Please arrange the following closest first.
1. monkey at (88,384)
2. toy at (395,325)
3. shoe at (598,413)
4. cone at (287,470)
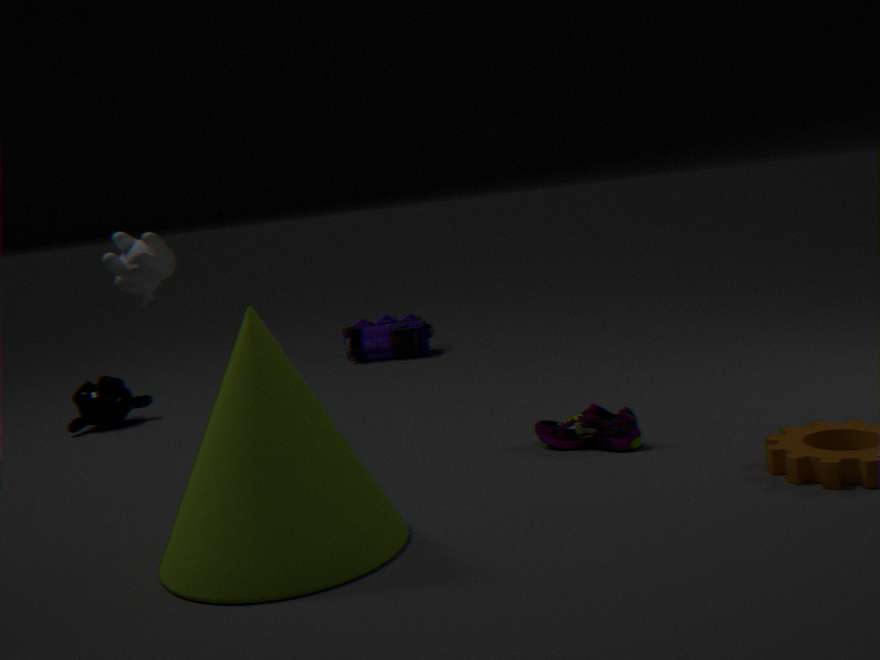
1. cone at (287,470)
2. shoe at (598,413)
3. monkey at (88,384)
4. toy at (395,325)
